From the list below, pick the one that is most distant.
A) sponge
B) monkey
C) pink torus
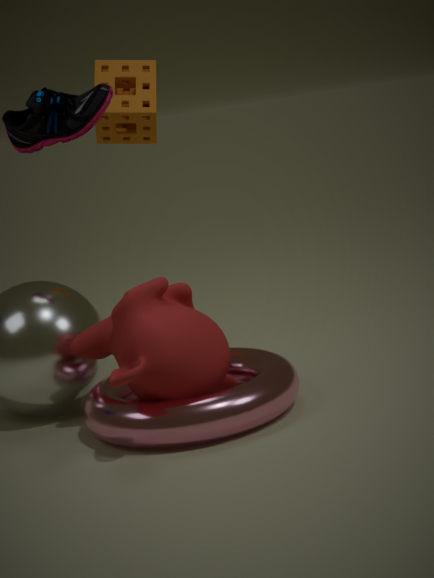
sponge
